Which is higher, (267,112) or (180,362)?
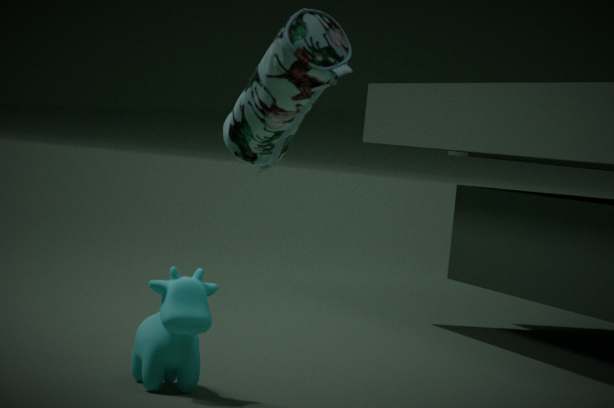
(267,112)
